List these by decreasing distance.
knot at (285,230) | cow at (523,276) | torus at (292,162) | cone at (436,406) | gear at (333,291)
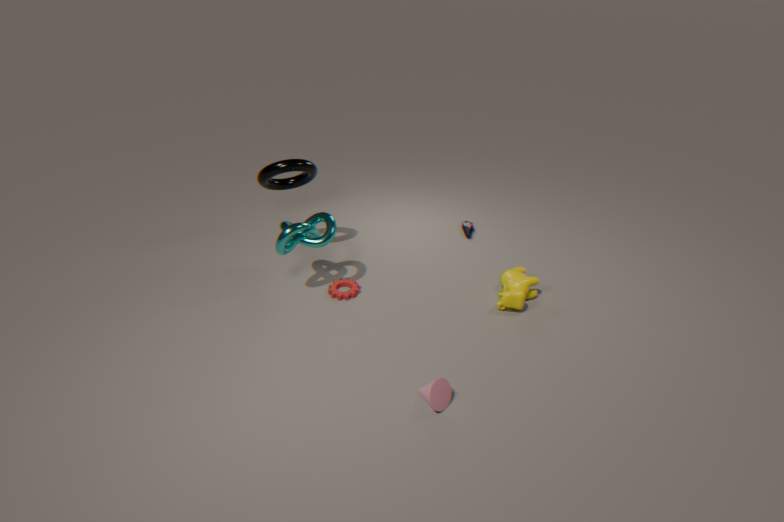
gear at (333,291), torus at (292,162), cow at (523,276), knot at (285,230), cone at (436,406)
